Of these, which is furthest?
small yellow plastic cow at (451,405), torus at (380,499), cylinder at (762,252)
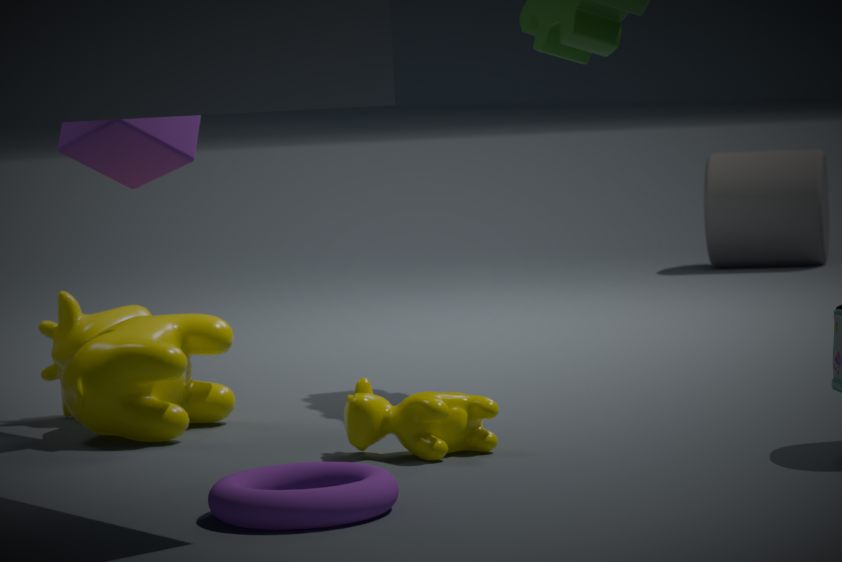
cylinder at (762,252)
